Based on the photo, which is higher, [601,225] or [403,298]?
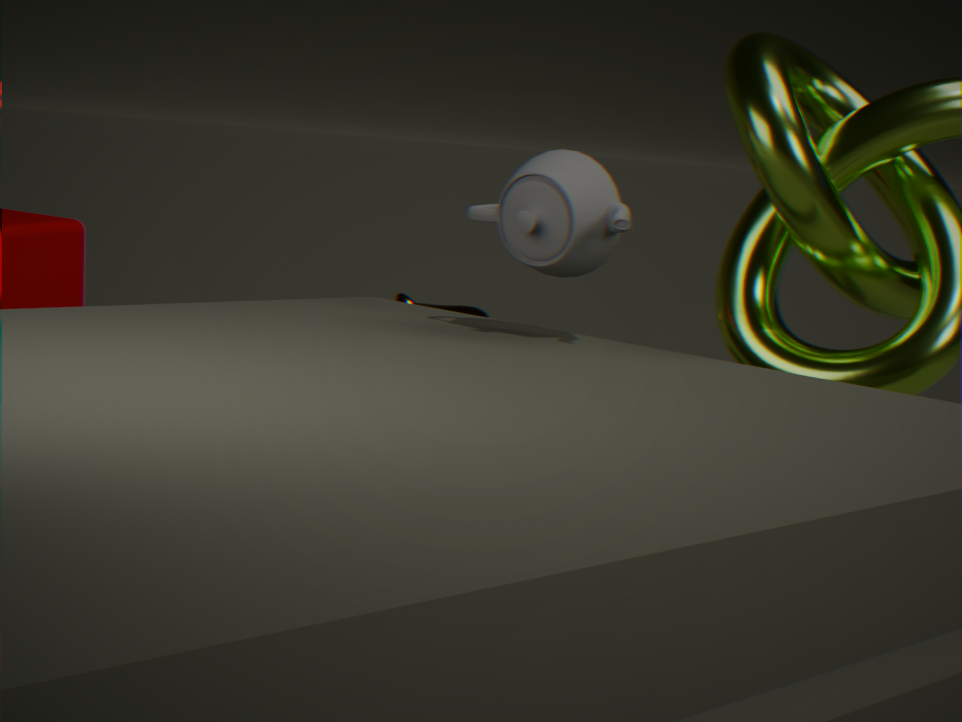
[601,225]
